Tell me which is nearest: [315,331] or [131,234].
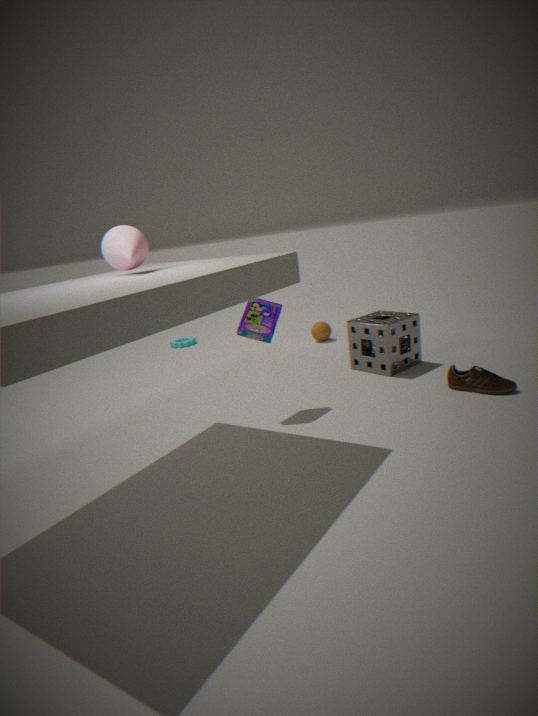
[131,234]
